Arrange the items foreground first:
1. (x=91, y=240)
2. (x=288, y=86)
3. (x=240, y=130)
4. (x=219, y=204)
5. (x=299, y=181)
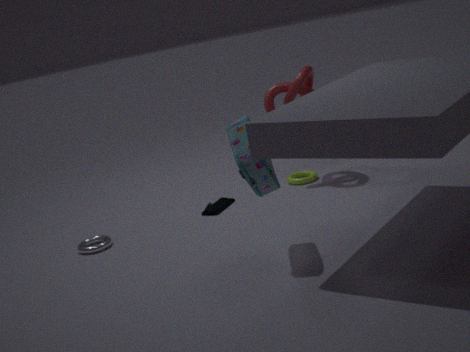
(x=240, y=130), (x=91, y=240), (x=219, y=204), (x=288, y=86), (x=299, y=181)
